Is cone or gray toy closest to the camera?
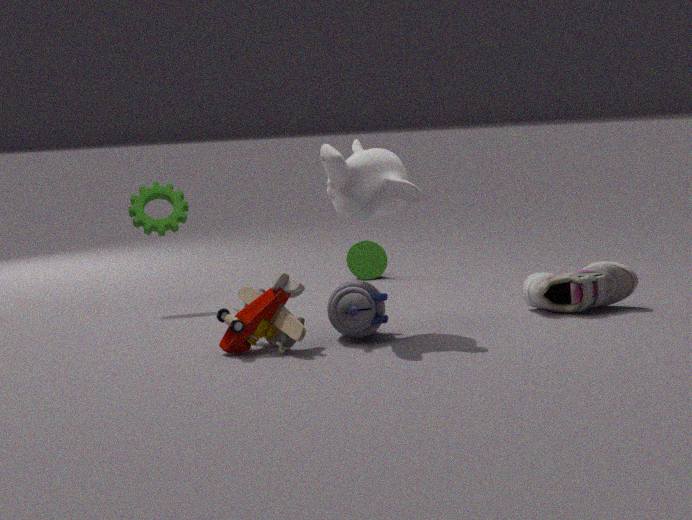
gray toy
